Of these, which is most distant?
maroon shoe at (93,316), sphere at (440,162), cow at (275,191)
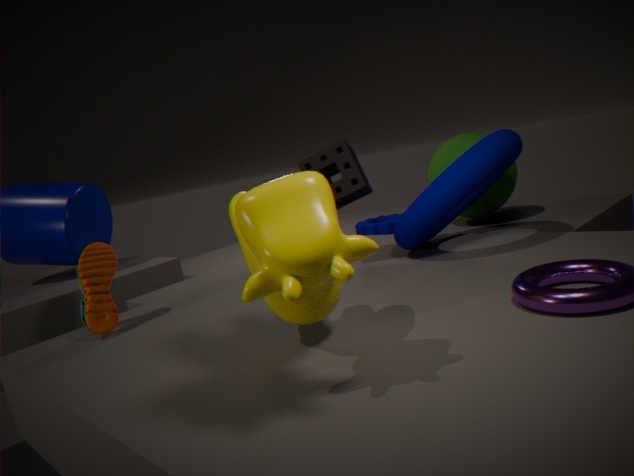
sphere at (440,162)
